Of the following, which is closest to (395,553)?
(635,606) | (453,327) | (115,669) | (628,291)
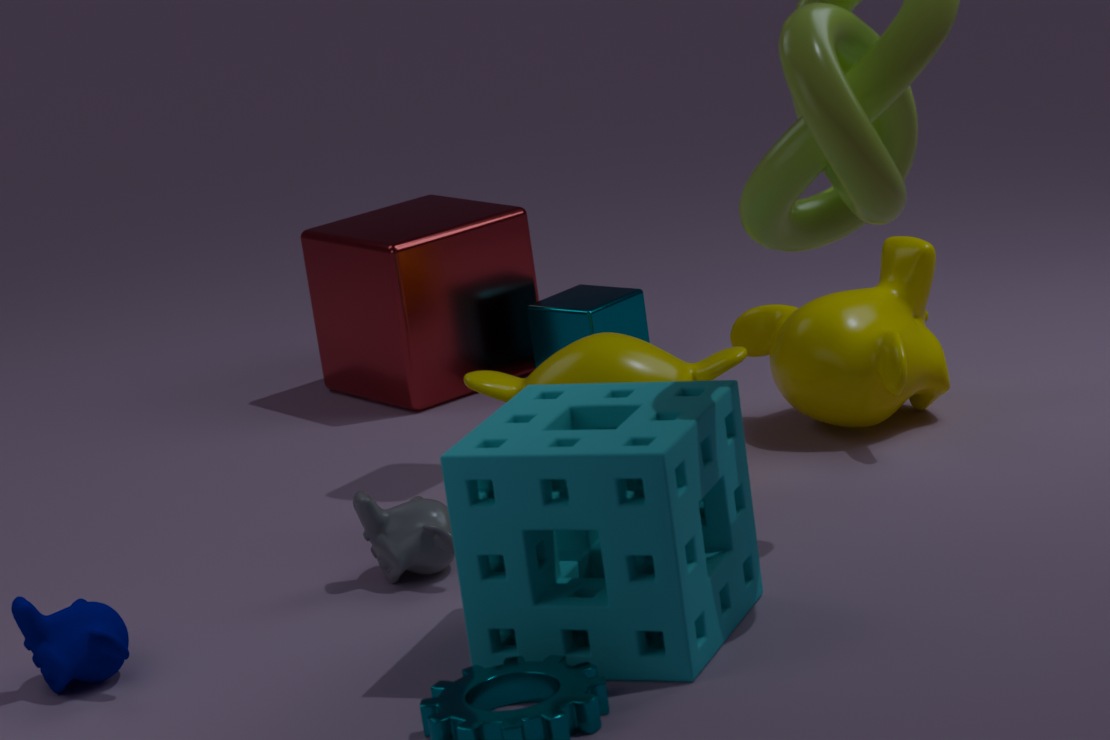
(635,606)
